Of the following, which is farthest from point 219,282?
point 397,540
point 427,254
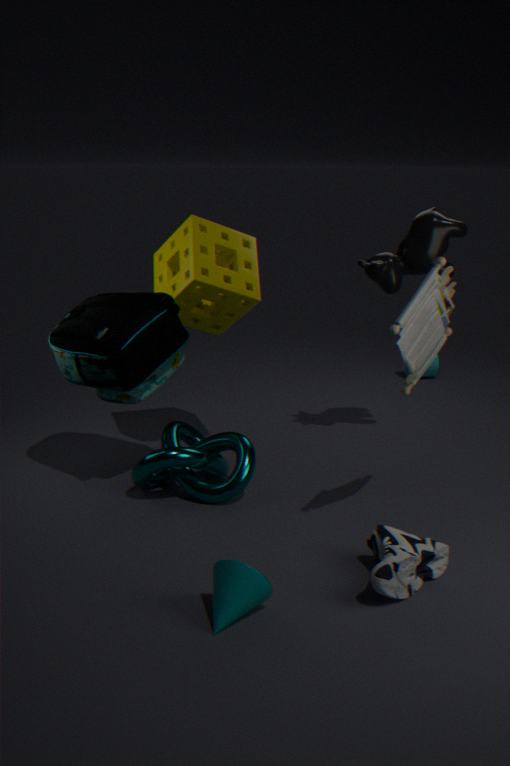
point 397,540
